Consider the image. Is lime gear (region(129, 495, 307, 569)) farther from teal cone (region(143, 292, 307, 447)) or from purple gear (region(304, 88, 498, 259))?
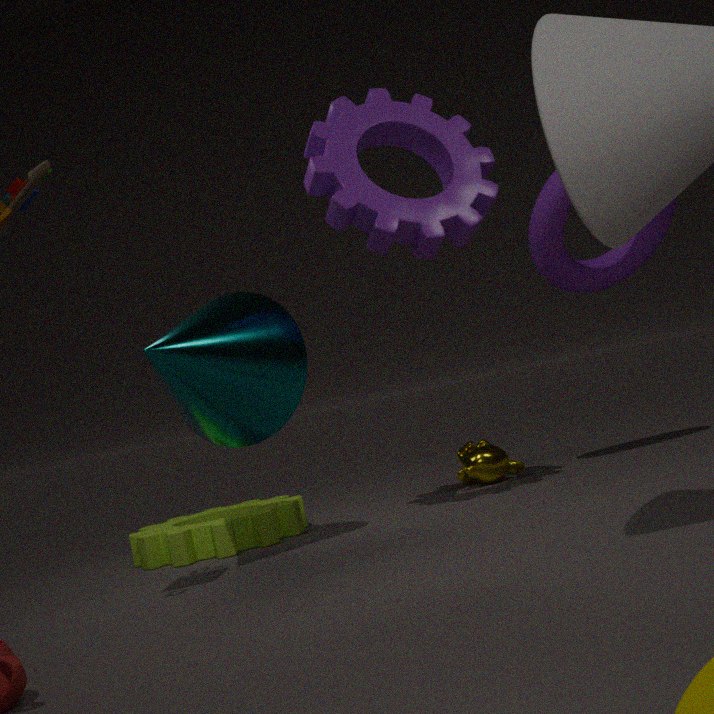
purple gear (region(304, 88, 498, 259))
